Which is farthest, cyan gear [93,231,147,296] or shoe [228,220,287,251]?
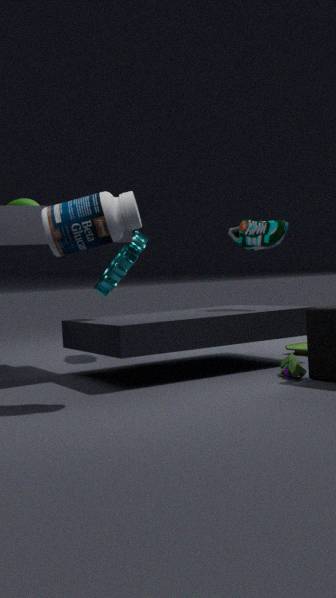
cyan gear [93,231,147,296]
